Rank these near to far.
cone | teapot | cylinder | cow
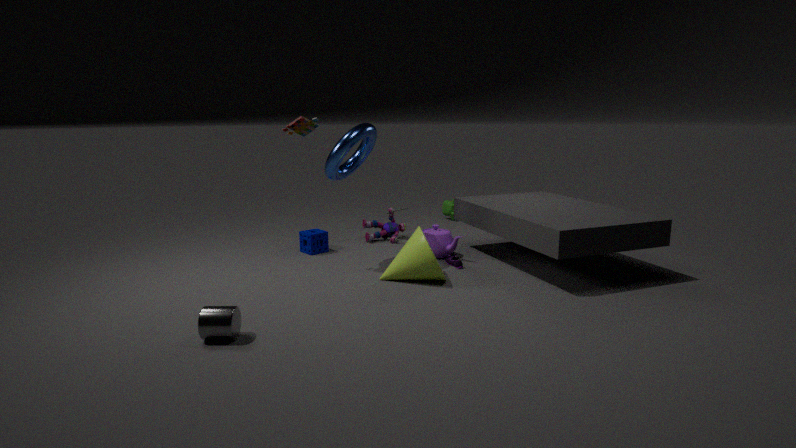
cylinder
cone
teapot
cow
